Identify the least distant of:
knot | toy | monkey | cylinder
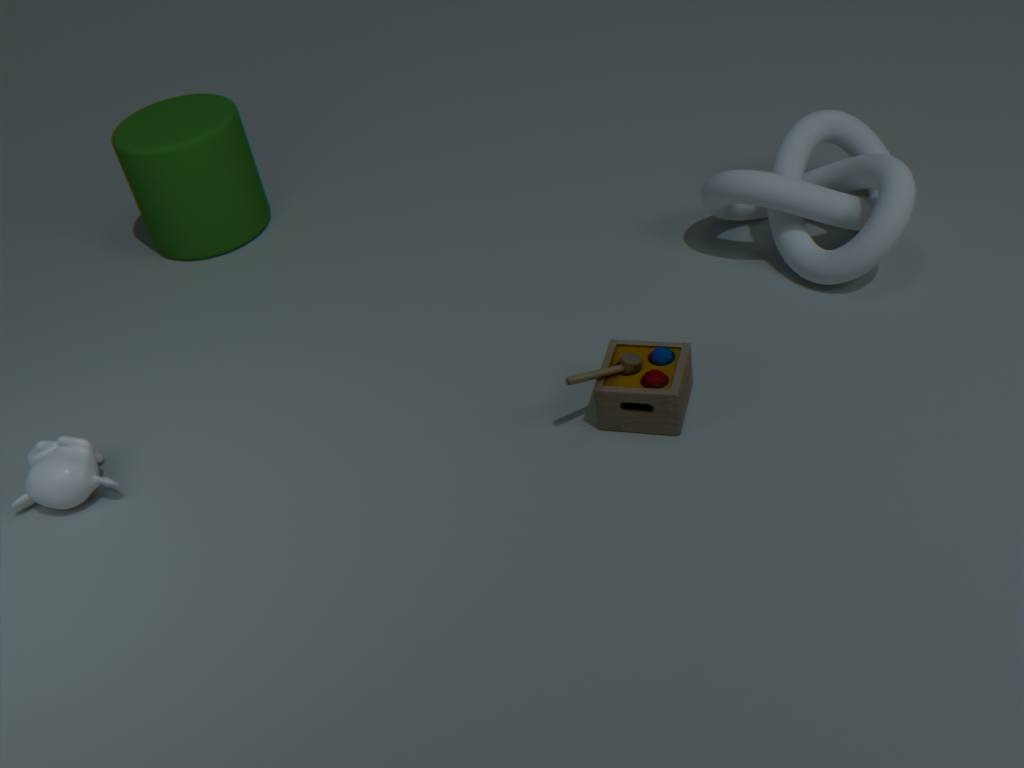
toy
